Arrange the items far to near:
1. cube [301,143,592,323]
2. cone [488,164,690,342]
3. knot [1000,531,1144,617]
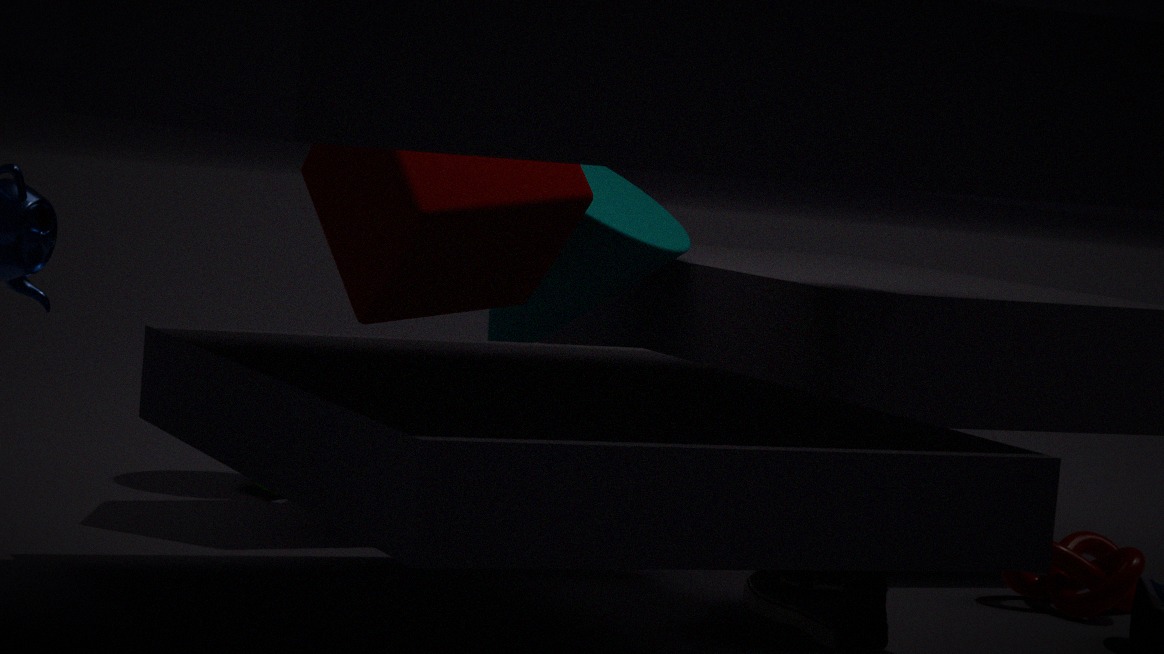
cone [488,164,690,342]
cube [301,143,592,323]
knot [1000,531,1144,617]
